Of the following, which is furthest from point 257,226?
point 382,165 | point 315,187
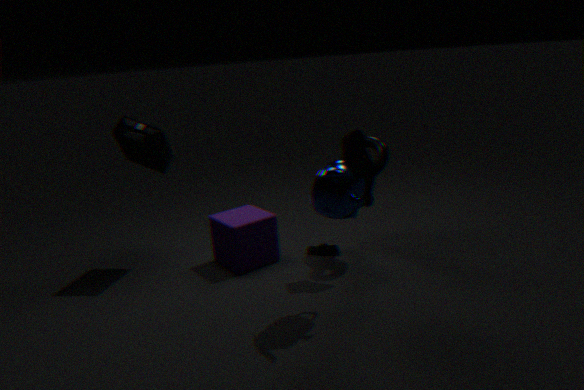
point 315,187
